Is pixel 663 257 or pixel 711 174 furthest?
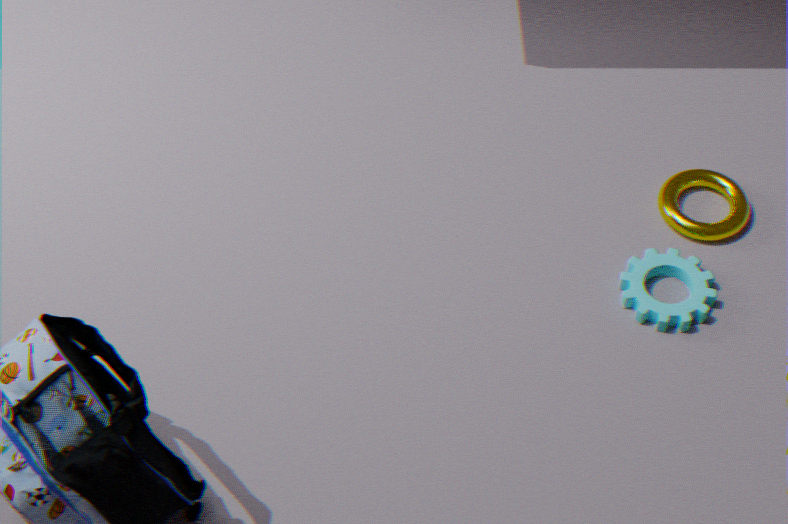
pixel 711 174
